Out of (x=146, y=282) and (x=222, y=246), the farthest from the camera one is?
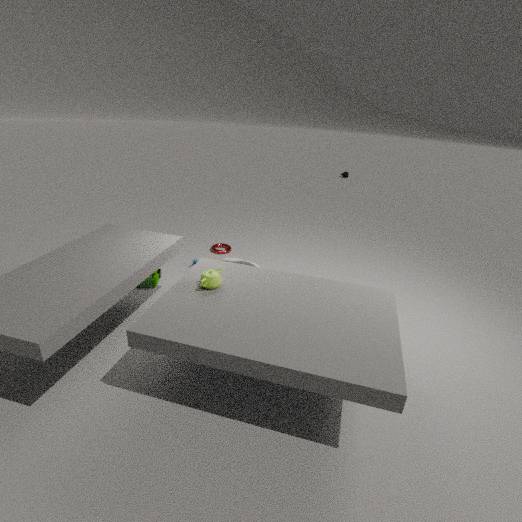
(x=222, y=246)
